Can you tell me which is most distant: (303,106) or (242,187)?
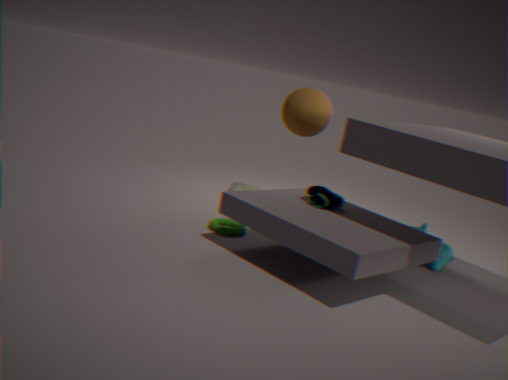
(242,187)
